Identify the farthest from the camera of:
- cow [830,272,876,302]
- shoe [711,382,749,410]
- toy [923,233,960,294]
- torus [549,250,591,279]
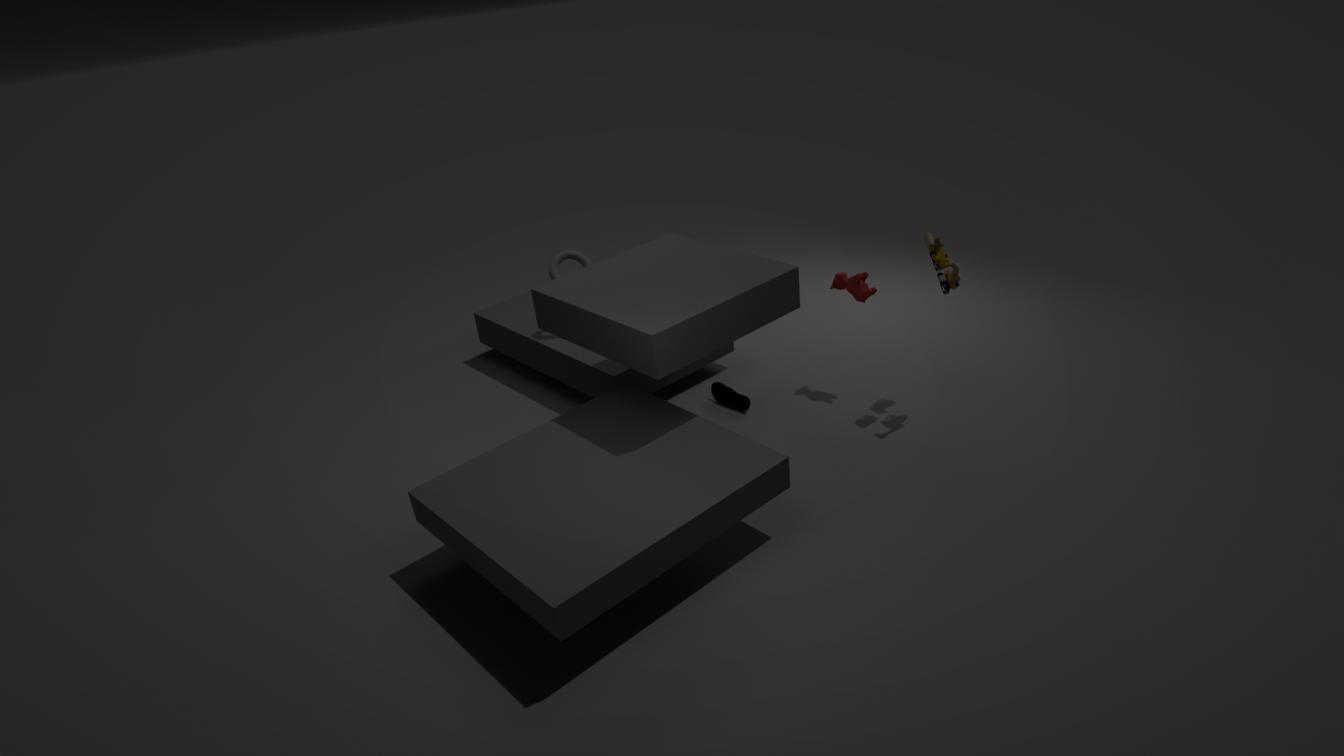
torus [549,250,591,279]
